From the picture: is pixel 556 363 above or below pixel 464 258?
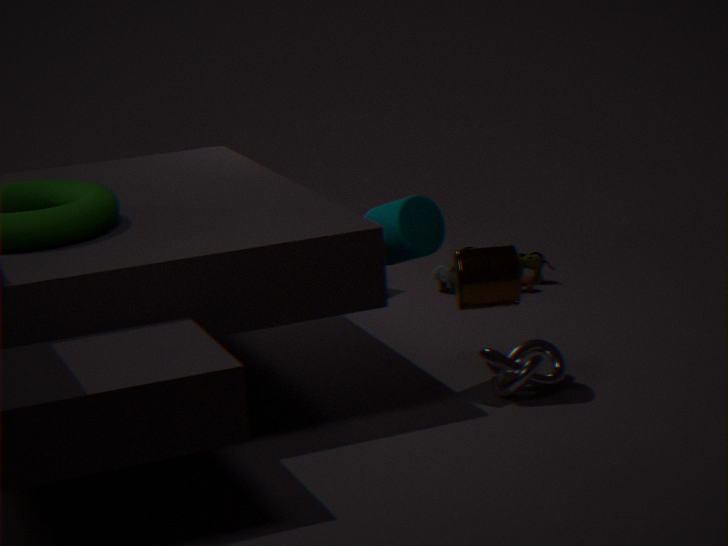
below
